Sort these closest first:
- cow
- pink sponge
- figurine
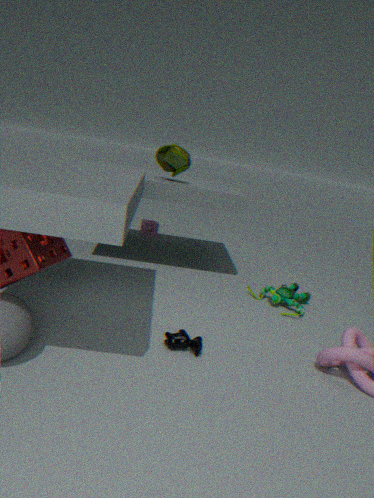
cow
figurine
pink sponge
